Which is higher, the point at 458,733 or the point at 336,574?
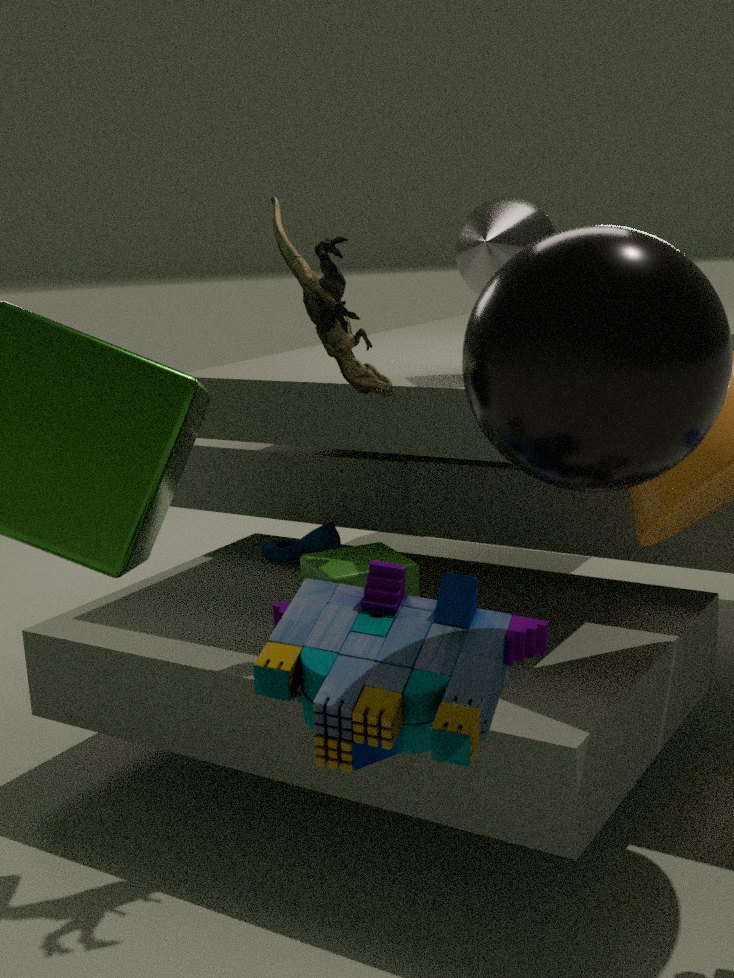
the point at 458,733
